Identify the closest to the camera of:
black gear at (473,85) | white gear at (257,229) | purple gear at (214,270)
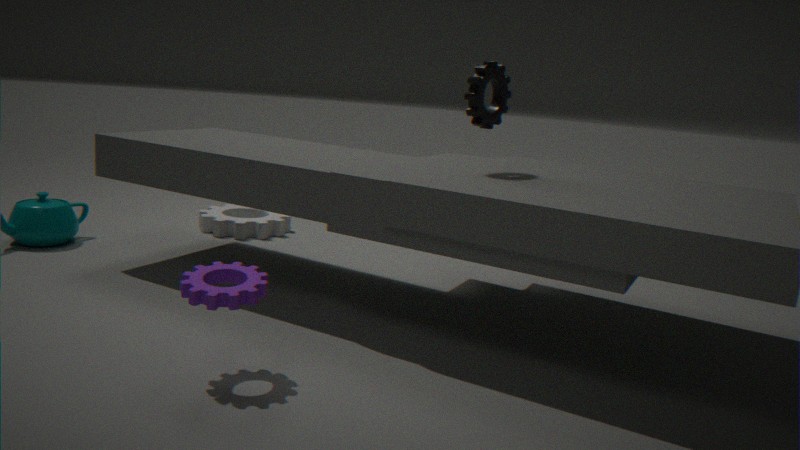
purple gear at (214,270)
